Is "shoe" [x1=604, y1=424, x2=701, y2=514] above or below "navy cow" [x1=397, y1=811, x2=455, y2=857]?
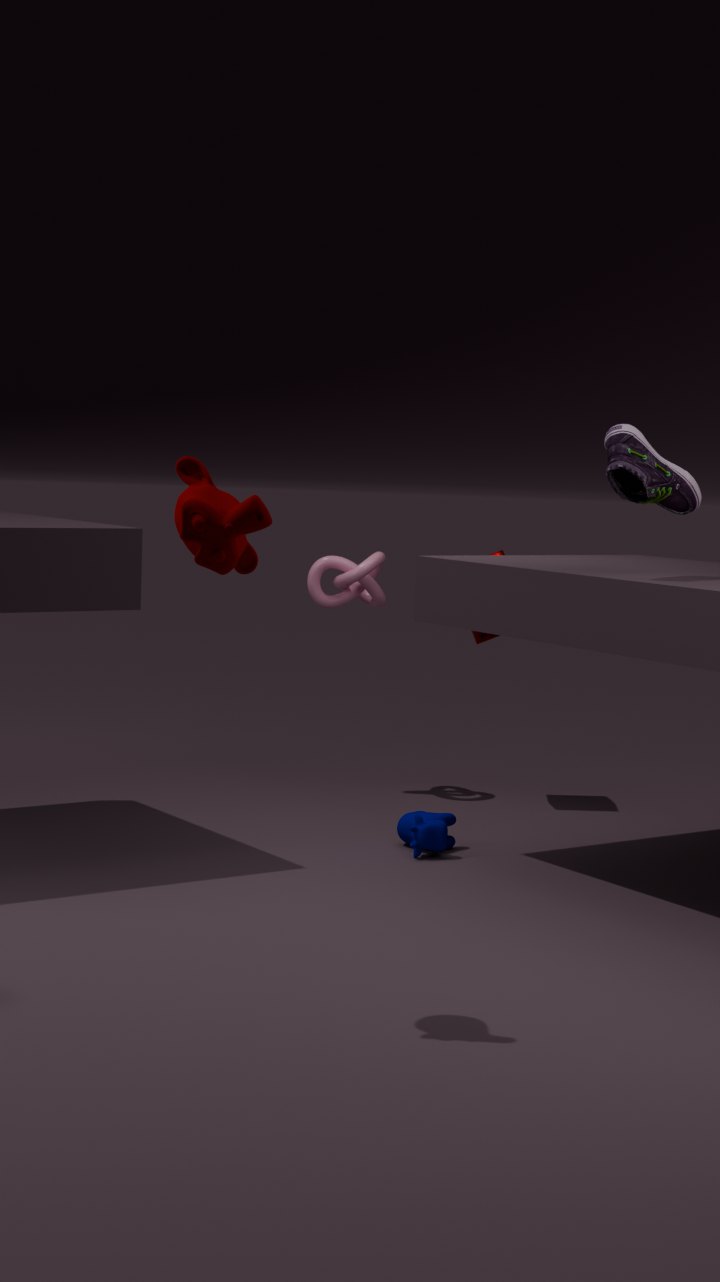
above
